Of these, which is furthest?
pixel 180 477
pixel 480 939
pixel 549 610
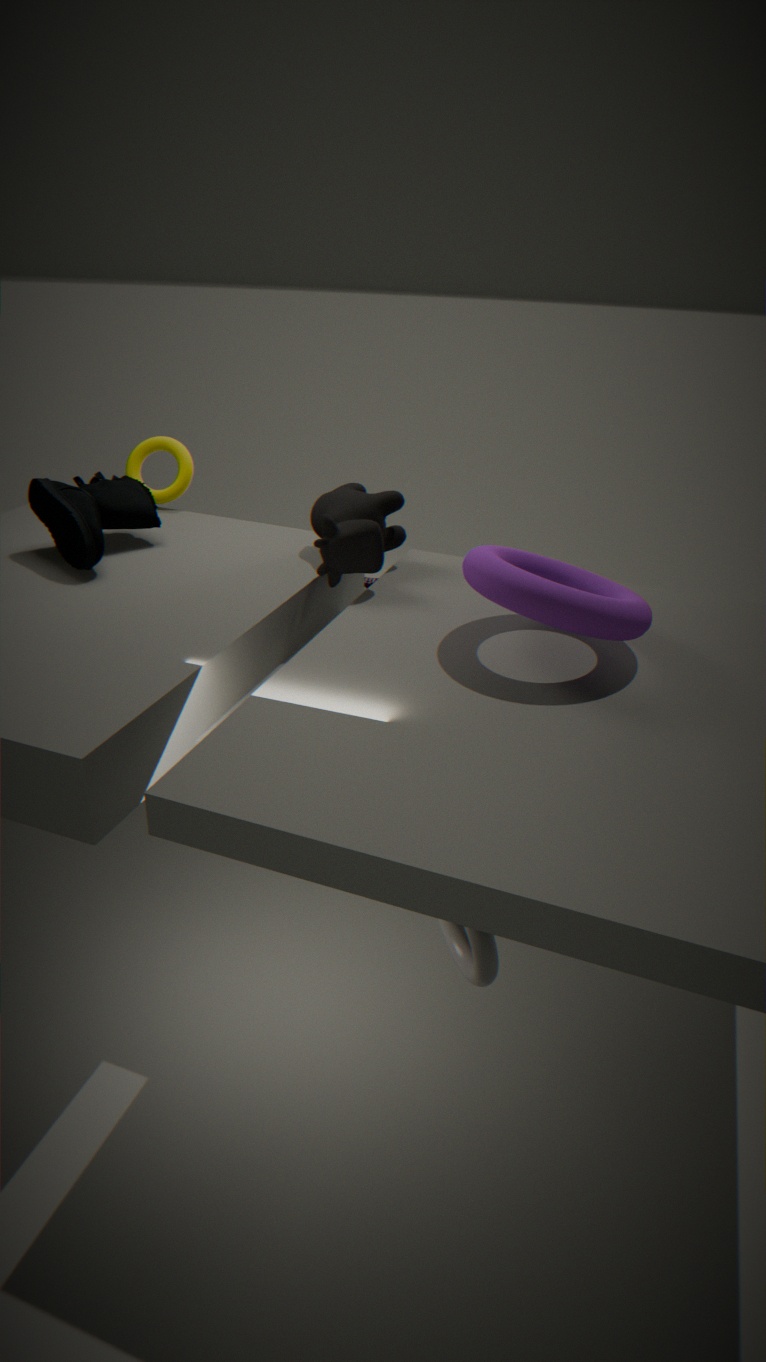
pixel 180 477
